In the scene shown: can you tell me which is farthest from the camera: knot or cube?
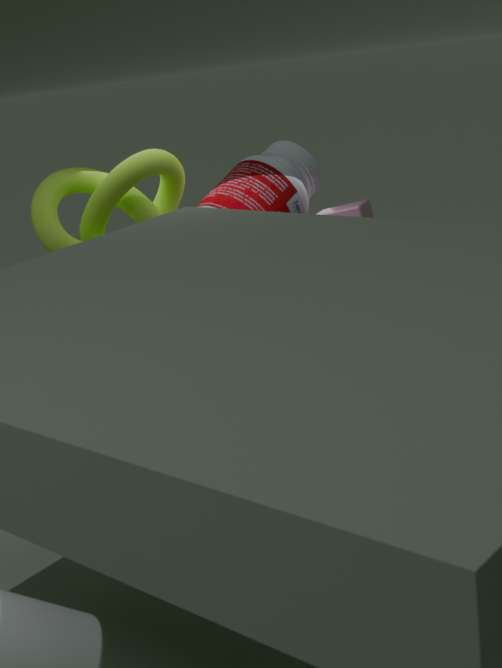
cube
